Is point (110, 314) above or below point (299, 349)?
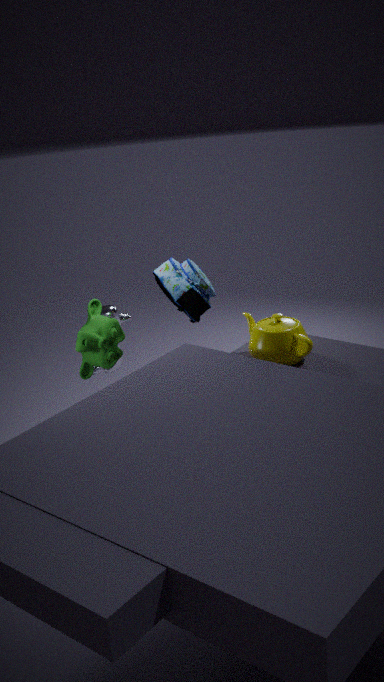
below
